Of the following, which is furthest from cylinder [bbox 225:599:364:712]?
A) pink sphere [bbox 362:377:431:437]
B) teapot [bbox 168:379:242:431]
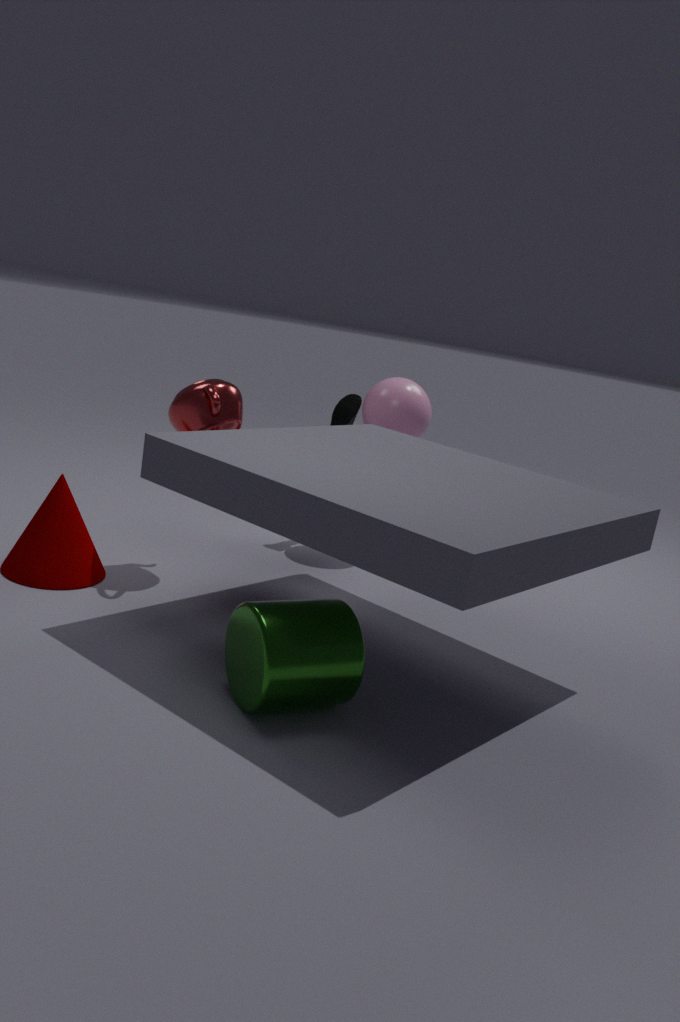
pink sphere [bbox 362:377:431:437]
